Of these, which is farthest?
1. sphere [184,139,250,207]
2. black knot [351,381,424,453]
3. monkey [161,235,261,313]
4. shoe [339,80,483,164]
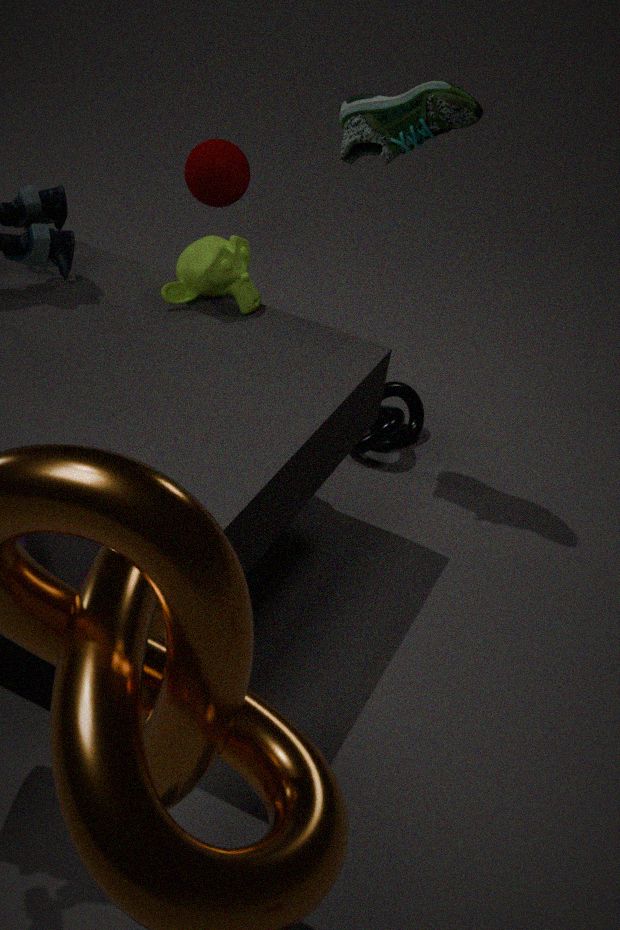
sphere [184,139,250,207]
